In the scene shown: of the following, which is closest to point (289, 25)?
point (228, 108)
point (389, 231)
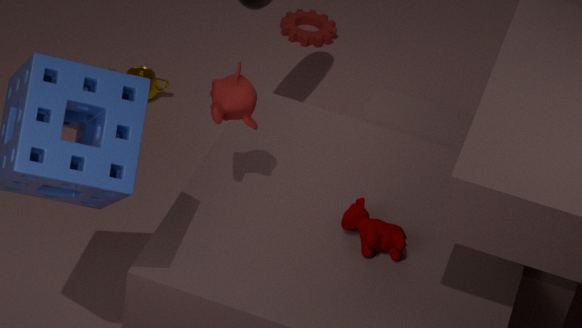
point (228, 108)
